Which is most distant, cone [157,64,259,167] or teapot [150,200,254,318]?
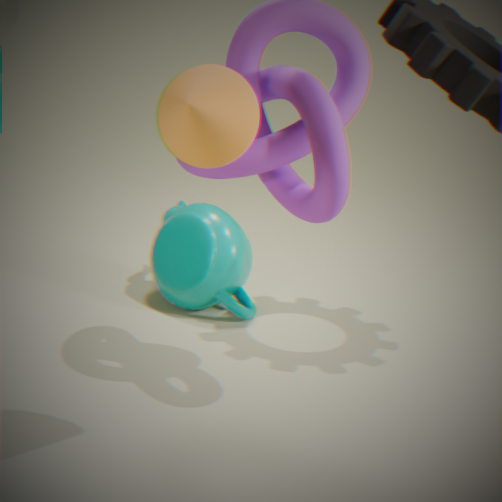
teapot [150,200,254,318]
